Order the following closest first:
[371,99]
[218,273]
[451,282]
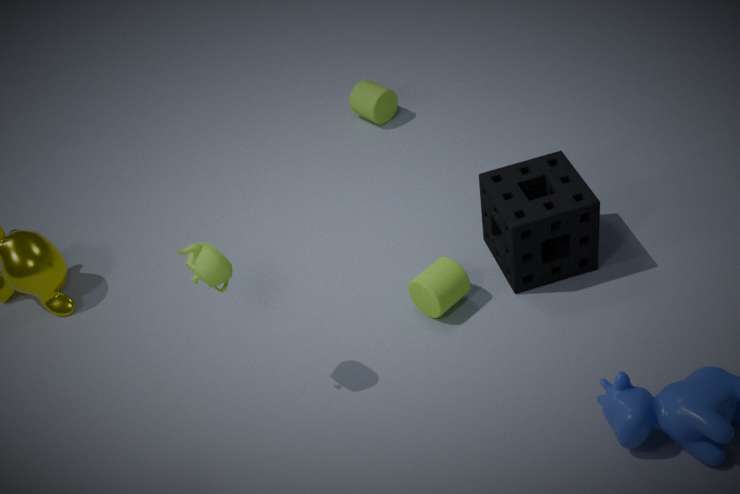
[218,273] < [451,282] < [371,99]
